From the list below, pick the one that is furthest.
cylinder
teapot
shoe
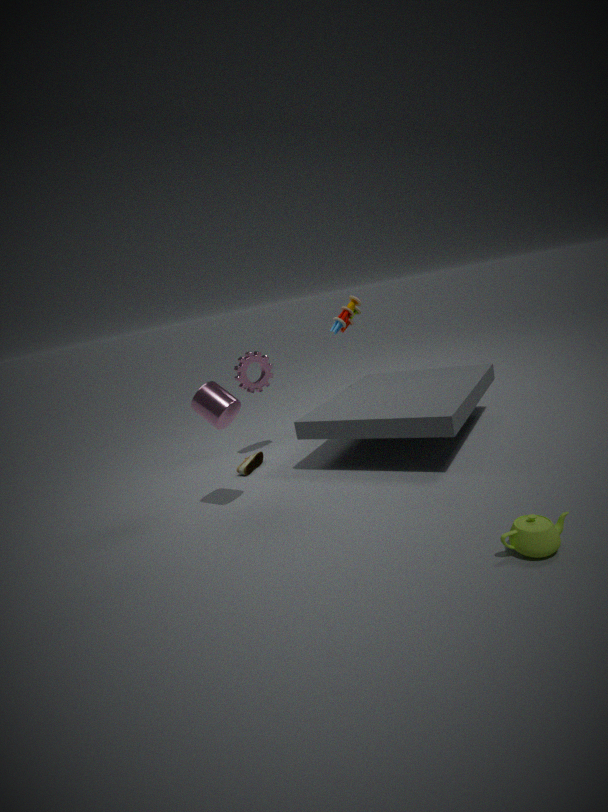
shoe
